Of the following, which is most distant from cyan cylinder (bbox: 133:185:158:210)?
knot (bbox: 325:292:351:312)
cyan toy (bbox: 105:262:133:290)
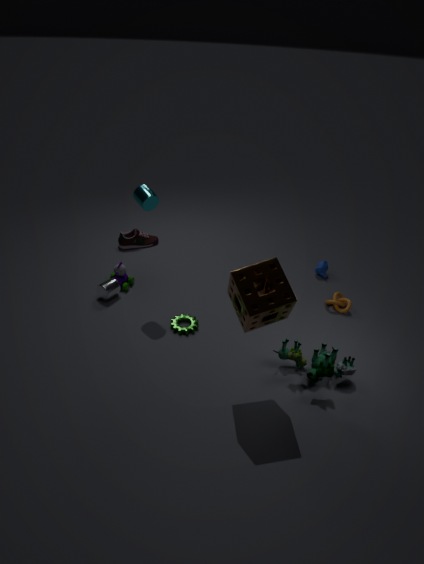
knot (bbox: 325:292:351:312)
